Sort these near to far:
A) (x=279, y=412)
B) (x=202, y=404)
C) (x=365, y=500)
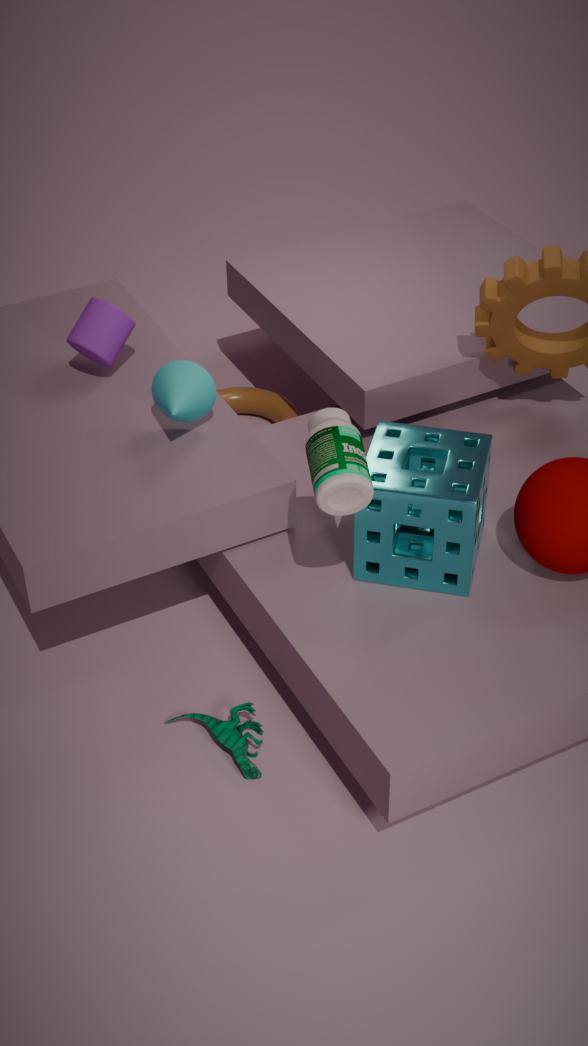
C. (x=365, y=500), B. (x=202, y=404), A. (x=279, y=412)
